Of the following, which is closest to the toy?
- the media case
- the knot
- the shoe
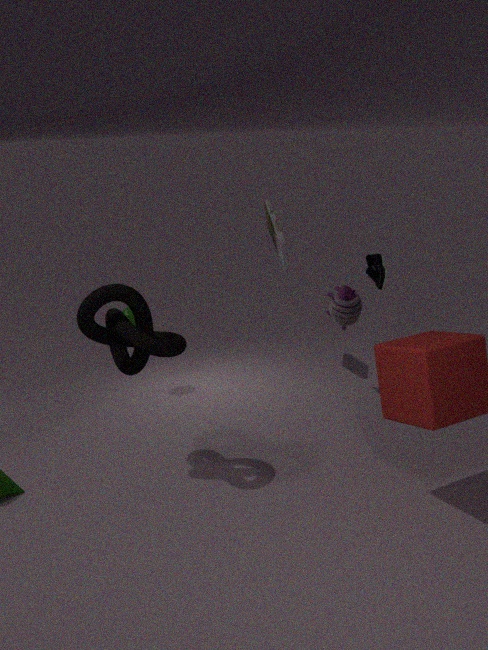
the shoe
